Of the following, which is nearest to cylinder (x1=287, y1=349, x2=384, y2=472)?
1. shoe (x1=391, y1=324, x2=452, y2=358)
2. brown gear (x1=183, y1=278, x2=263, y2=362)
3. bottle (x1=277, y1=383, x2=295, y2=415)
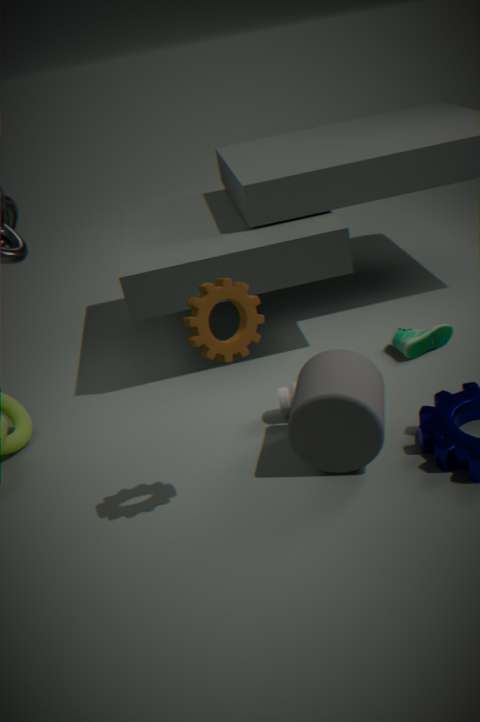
bottle (x1=277, y1=383, x2=295, y2=415)
